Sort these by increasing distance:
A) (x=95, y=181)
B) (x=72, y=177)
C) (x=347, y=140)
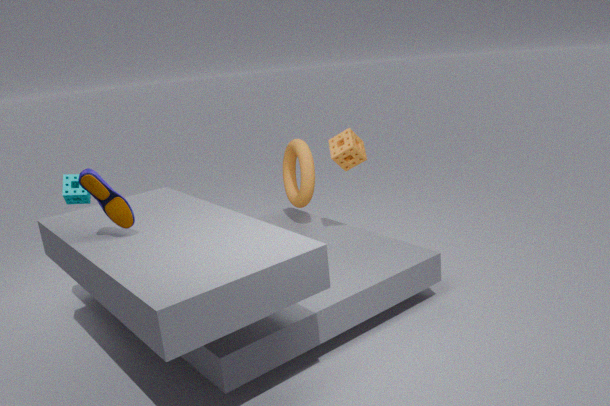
(x=95, y=181) → (x=347, y=140) → (x=72, y=177)
